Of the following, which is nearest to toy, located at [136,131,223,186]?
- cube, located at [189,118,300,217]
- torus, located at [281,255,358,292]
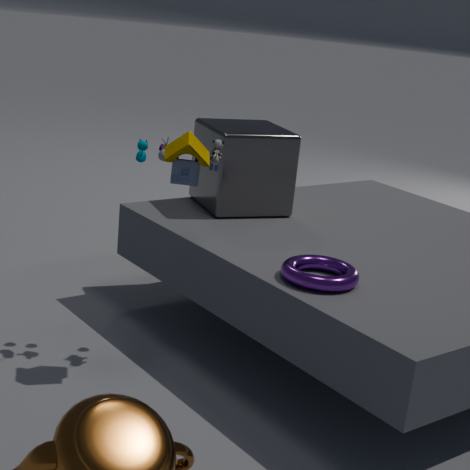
cube, located at [189,118,300,217]
